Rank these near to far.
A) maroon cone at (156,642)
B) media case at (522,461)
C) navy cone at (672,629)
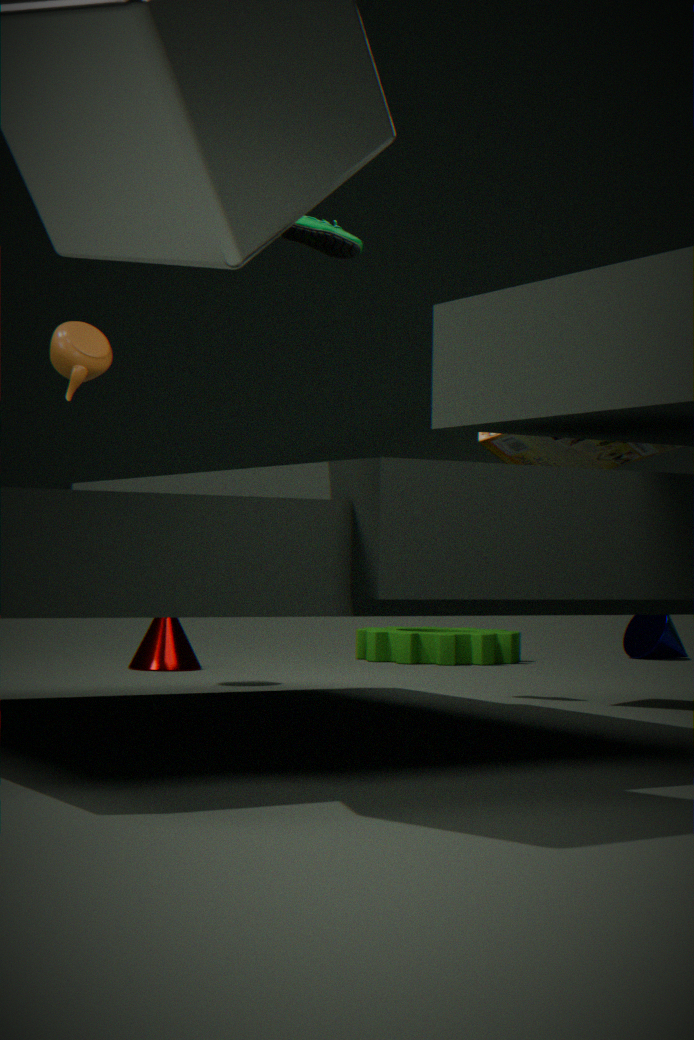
media case at (522,461) → maroon cone at (156,642) → navy cone at (672,629)
